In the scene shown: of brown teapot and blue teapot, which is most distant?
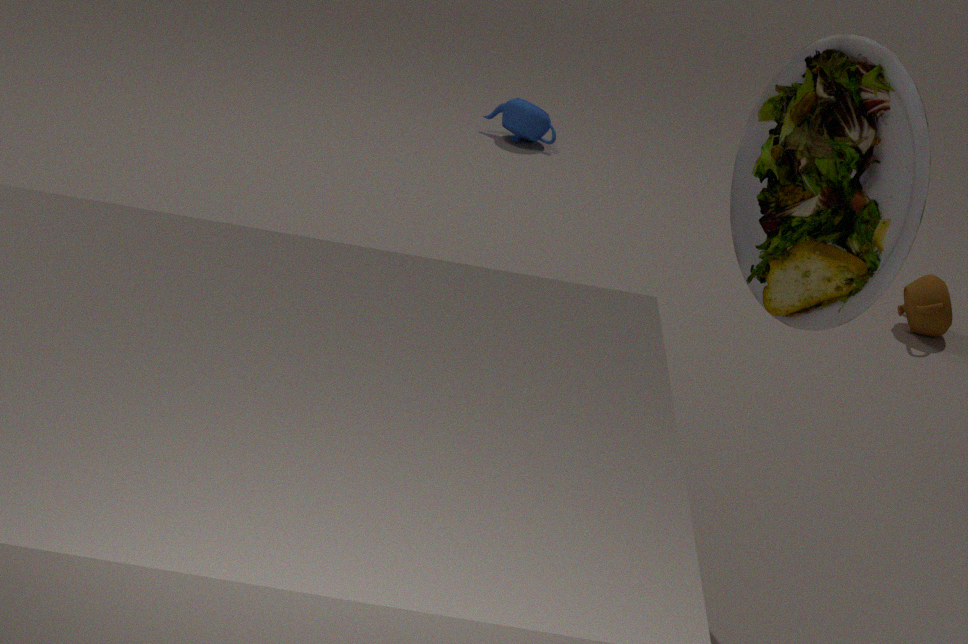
blue teapot
